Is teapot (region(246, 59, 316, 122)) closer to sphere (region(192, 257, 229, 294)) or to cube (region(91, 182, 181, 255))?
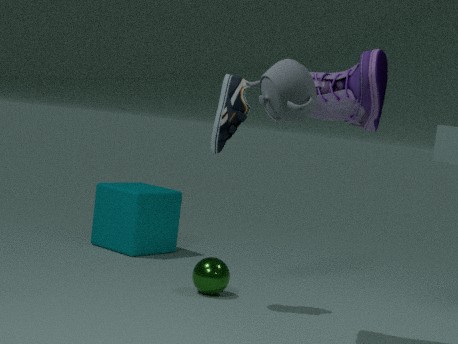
sphere (region(192, 257, 229, 294))
